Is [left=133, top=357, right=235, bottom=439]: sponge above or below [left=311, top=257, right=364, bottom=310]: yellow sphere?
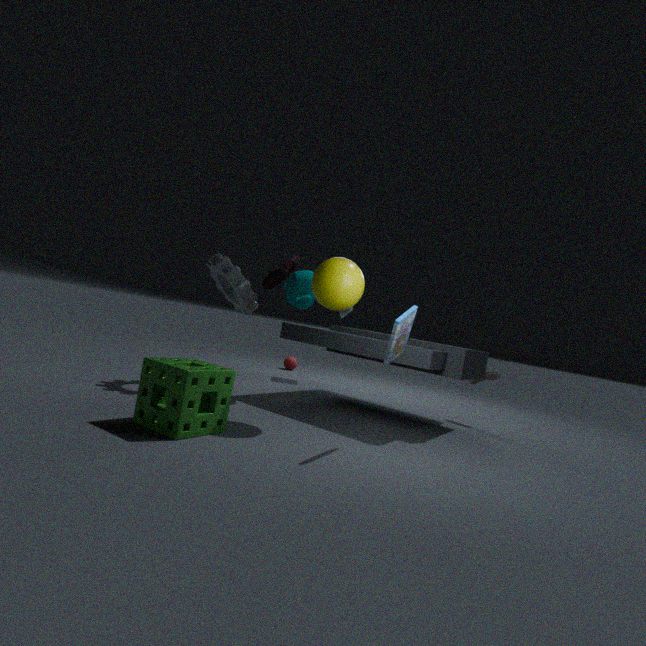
below
